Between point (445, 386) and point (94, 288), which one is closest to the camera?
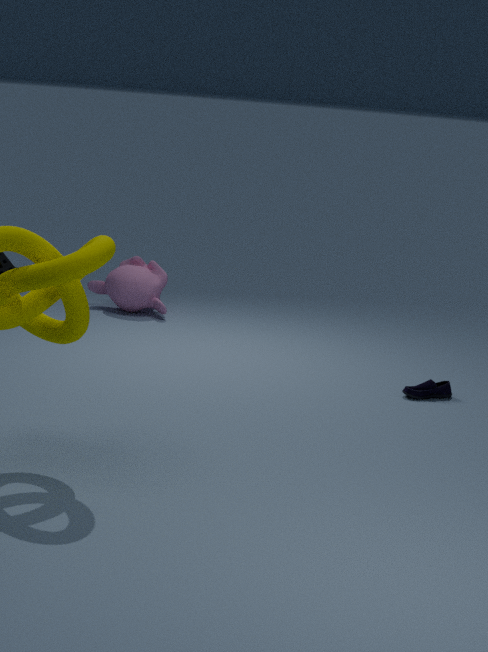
point (445, 386)
